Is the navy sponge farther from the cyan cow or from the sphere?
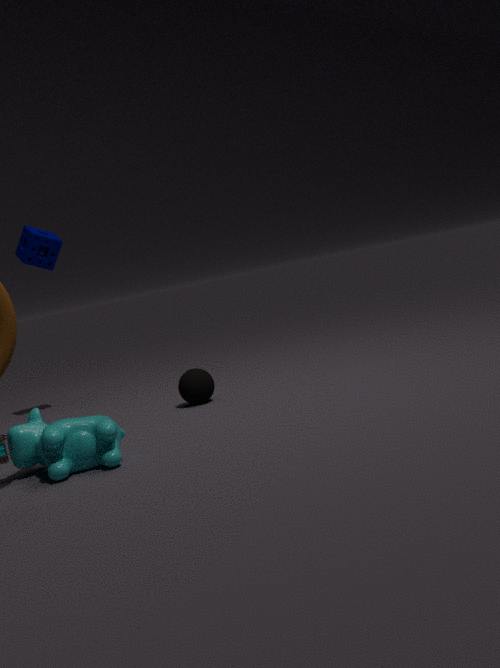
the cyan cow
